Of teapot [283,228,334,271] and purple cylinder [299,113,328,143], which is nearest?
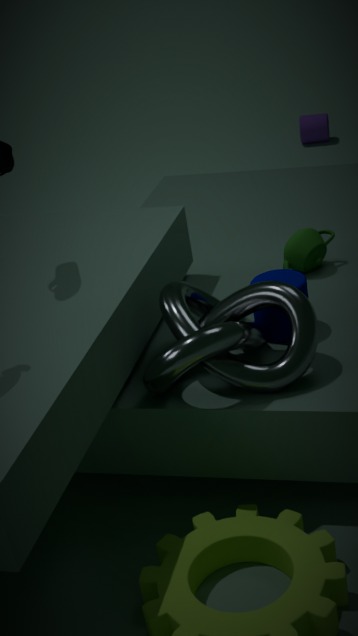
teapot [283,228,334,271]
